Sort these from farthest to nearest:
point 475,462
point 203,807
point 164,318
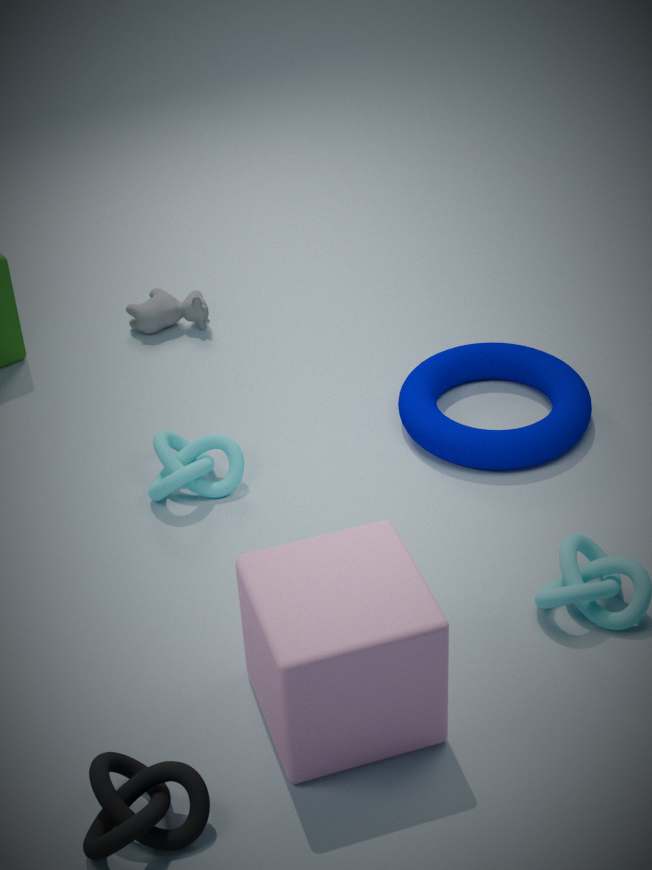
point 164,318, point 475,462, point 203,807
